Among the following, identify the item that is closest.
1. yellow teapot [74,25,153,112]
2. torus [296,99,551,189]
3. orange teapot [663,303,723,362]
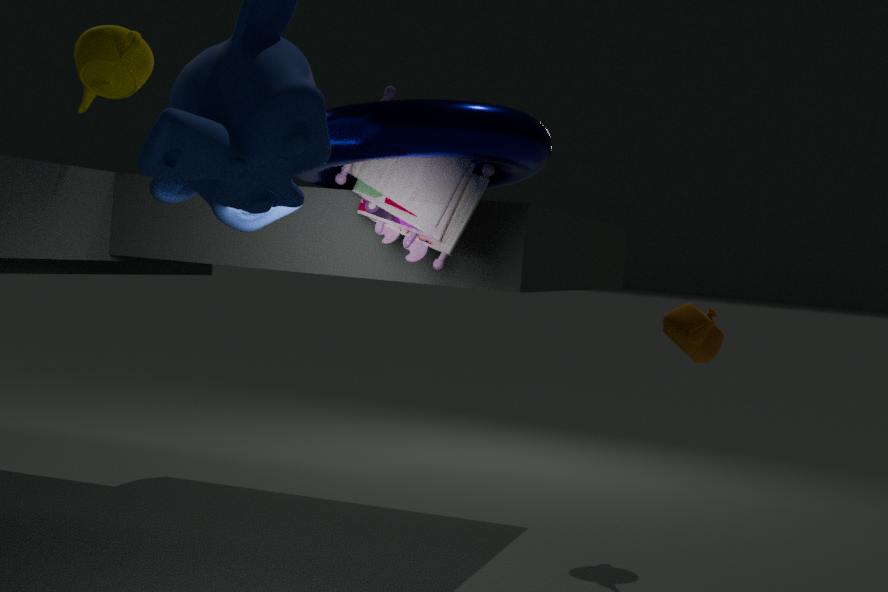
torus [296,99,551,189]
